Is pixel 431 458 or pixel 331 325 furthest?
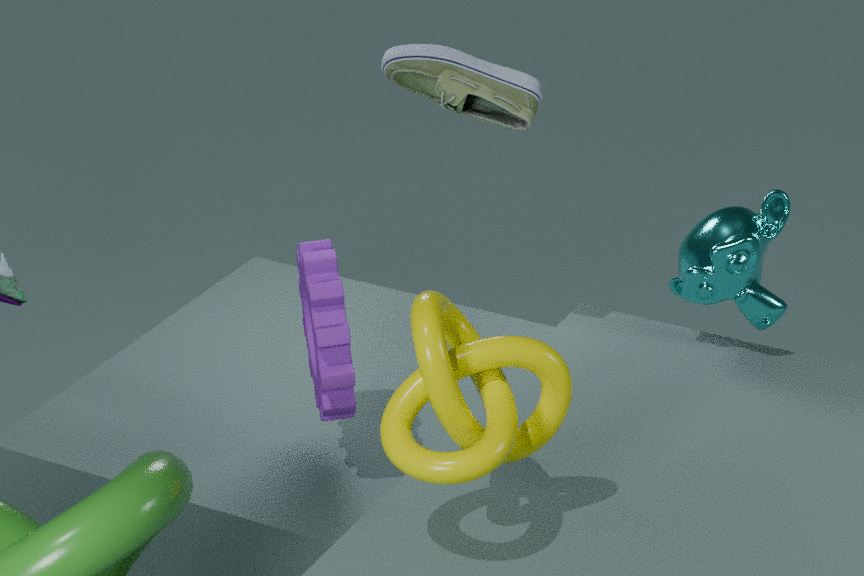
pixel 331 325
